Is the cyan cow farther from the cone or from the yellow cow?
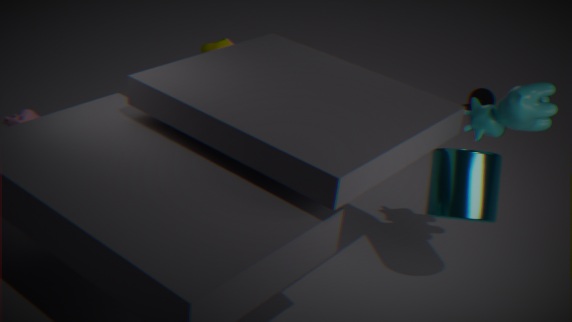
the cone
